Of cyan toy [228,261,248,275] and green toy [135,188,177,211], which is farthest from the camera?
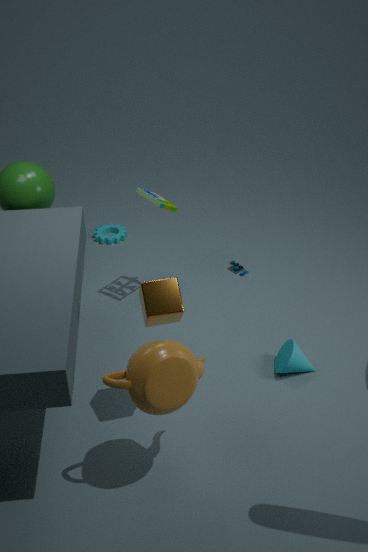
cyan toy [228,261,248,275]
